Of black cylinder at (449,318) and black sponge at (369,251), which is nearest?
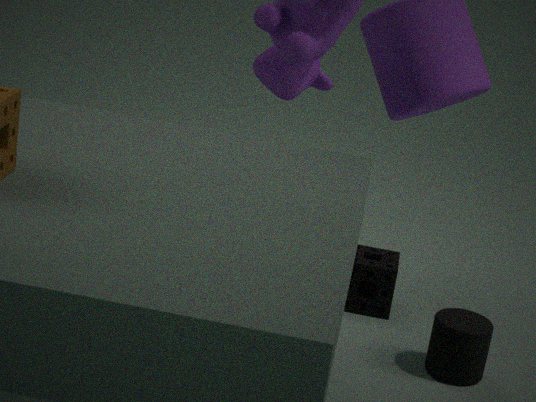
black cylinder at (449,318)
